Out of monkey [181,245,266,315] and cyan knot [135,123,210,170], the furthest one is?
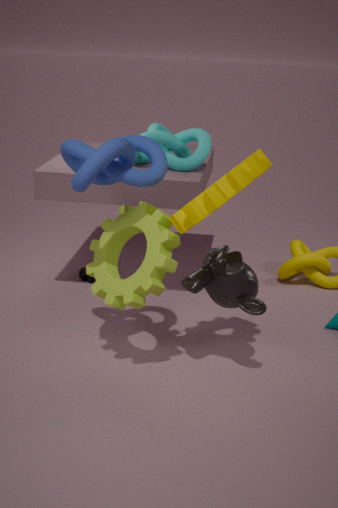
cyan knot [135,123,210,170]
